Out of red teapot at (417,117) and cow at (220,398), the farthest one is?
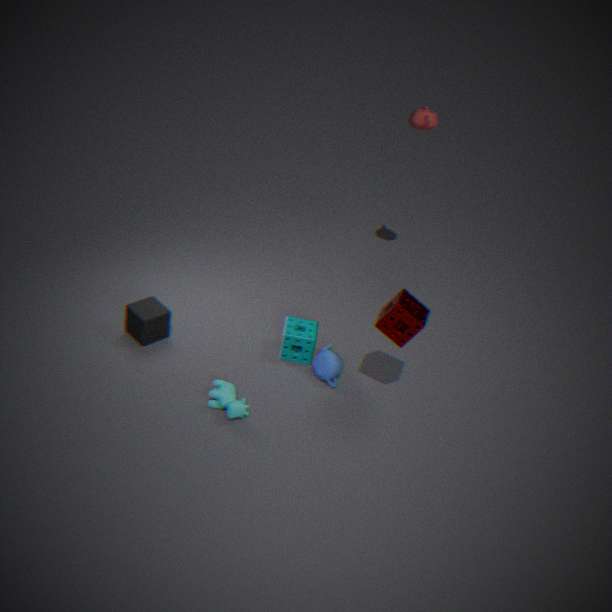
red teapot at (417,117)
